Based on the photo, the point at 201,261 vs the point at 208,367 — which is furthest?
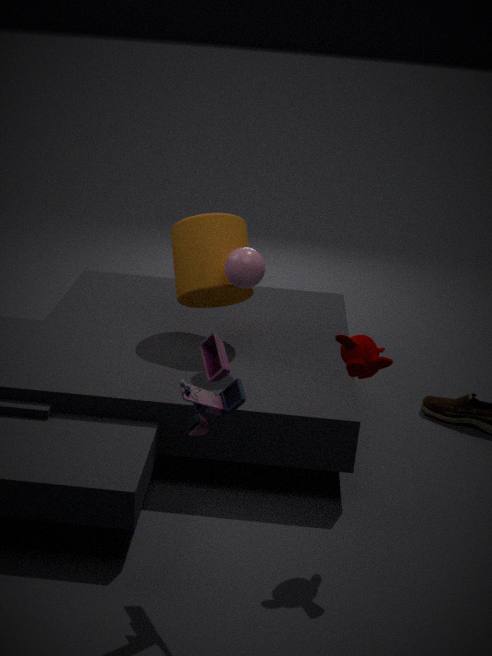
the point at 201,261
